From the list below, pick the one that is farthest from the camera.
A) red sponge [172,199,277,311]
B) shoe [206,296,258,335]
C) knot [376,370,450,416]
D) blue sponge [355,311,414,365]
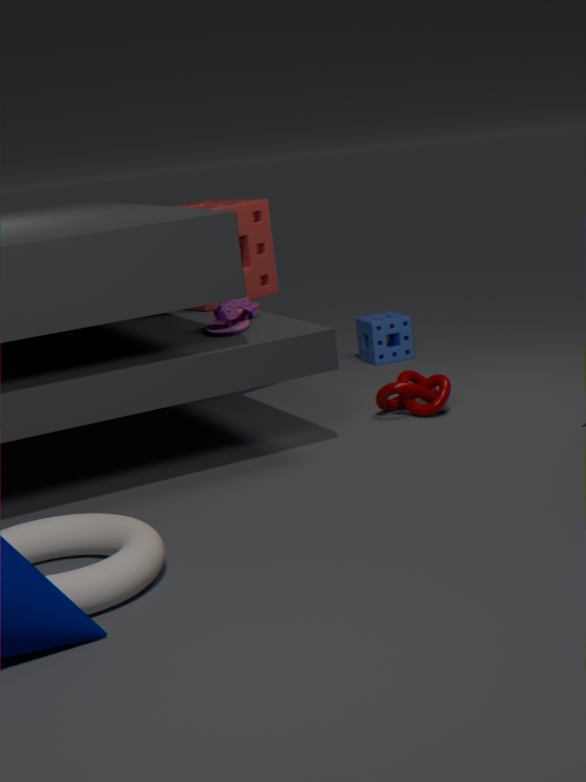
blue sponge [355,311,414,365]
